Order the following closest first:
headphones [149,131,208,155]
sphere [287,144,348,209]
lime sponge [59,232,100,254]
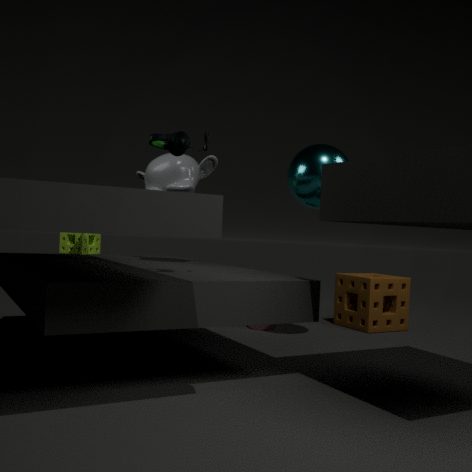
1. headphones [149,131,208,155]
2. sphere [287,144,348,209]
3. lime sponge [59,232,100,254]
